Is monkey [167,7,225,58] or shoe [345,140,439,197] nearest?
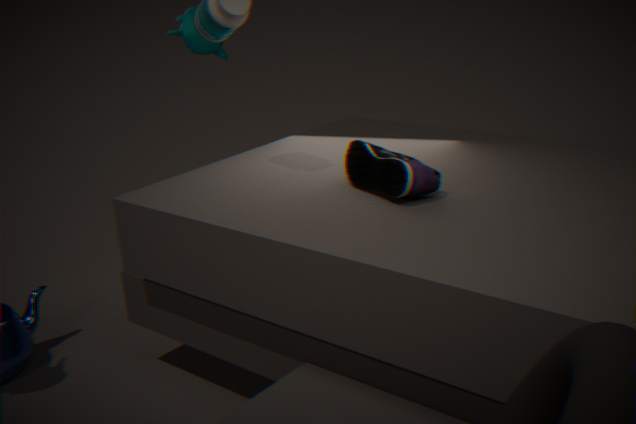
shoe [345,140,439,197]
